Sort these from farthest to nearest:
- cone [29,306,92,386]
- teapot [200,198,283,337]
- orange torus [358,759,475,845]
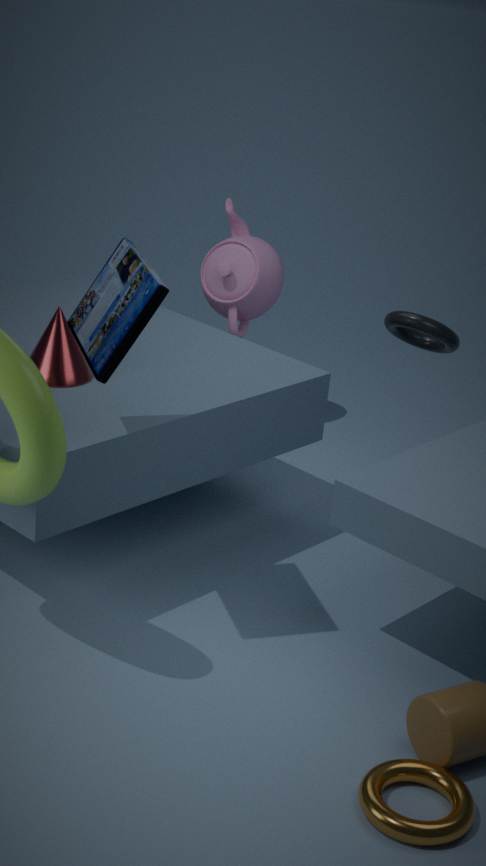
teapot [200,198,283,337] → cone [29,306,92,386] → orange torus [358,759,475,845]
